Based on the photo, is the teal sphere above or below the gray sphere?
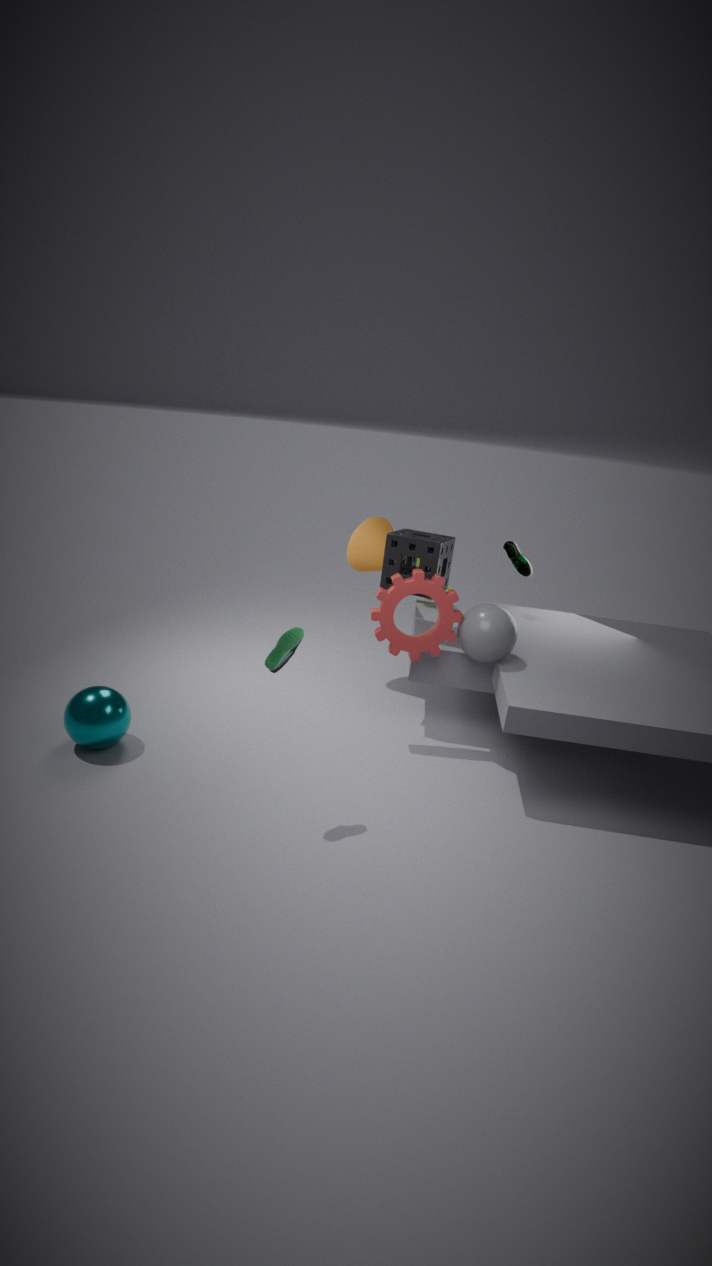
below
